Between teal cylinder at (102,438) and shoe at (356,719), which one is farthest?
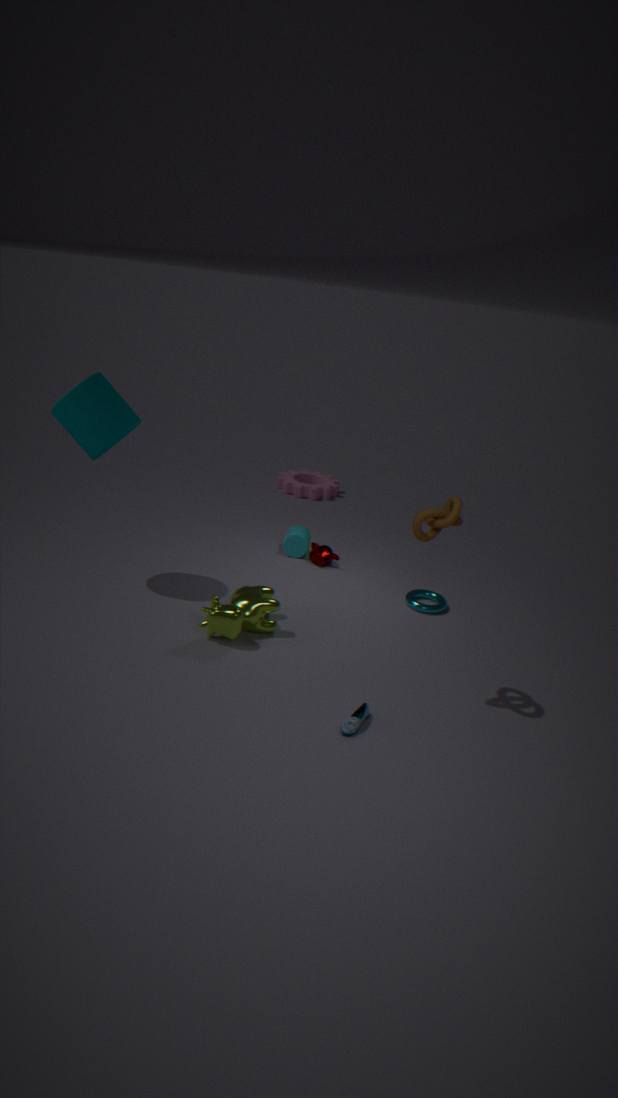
teal cylinder at (102,438)
